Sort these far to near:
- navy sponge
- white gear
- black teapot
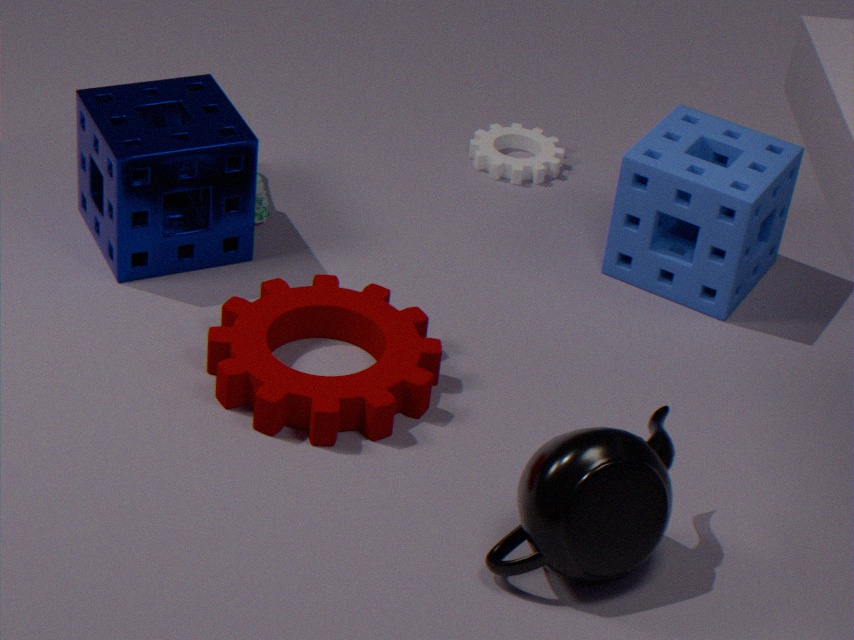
1. white gear
2. navy sponge
3. black teapot
